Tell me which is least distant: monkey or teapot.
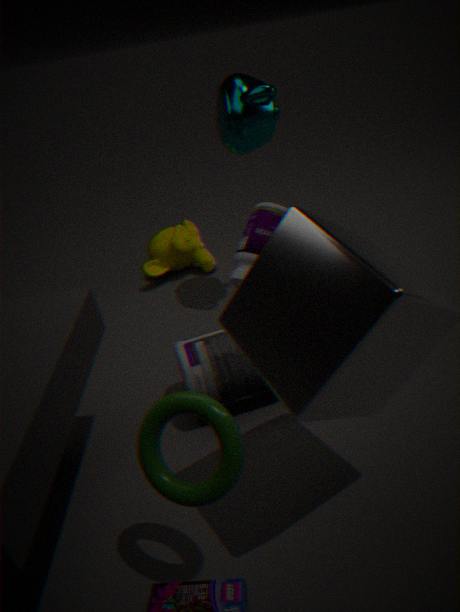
teapot
